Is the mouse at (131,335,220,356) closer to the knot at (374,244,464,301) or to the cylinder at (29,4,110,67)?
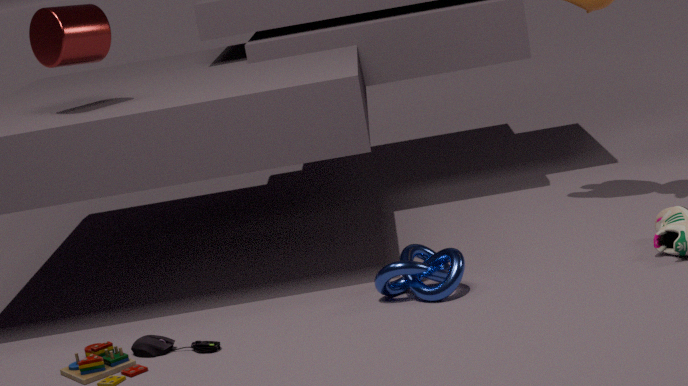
the knot at (374,244,464,301)
